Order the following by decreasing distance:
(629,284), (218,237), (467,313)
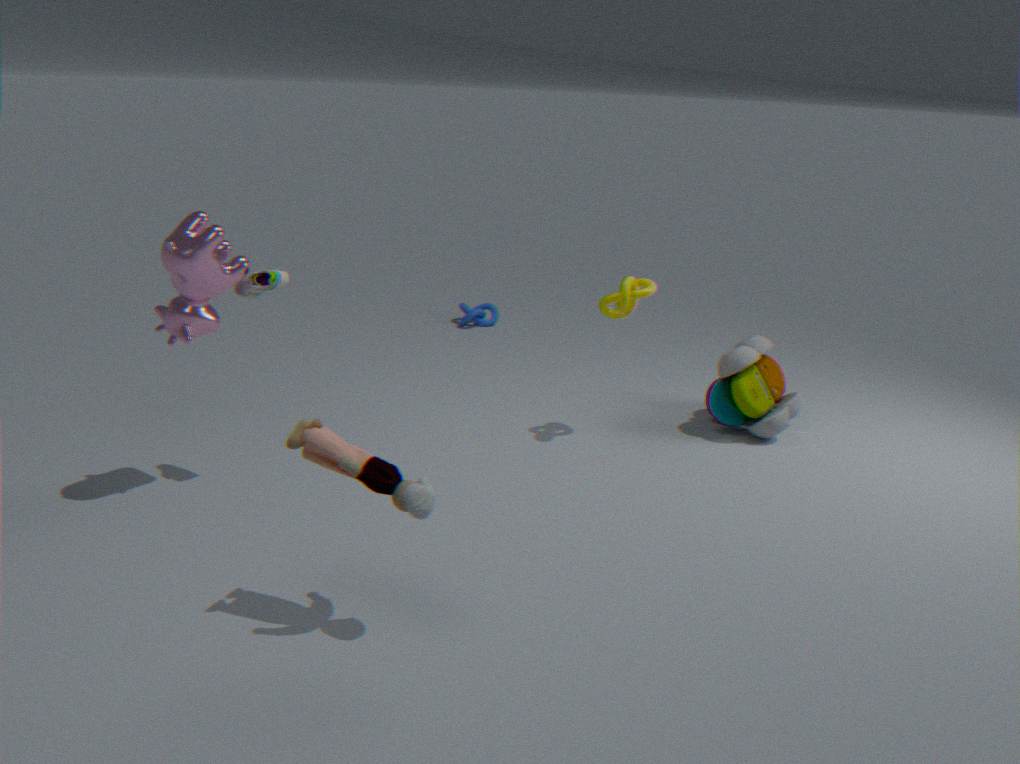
1. (467,313)
2. (629,284)
3. (218,237)
